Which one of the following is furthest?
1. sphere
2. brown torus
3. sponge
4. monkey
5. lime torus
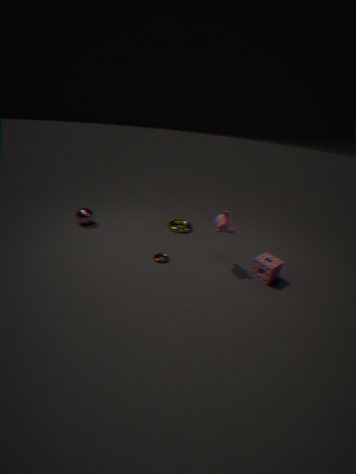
lime torus
